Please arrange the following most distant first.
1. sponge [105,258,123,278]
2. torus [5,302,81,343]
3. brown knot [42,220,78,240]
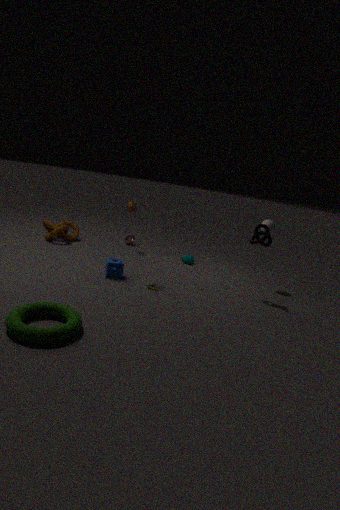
brown knot [42,220,78,240]
sponge [105,258,123,278]
torus [5,302,81,343]
